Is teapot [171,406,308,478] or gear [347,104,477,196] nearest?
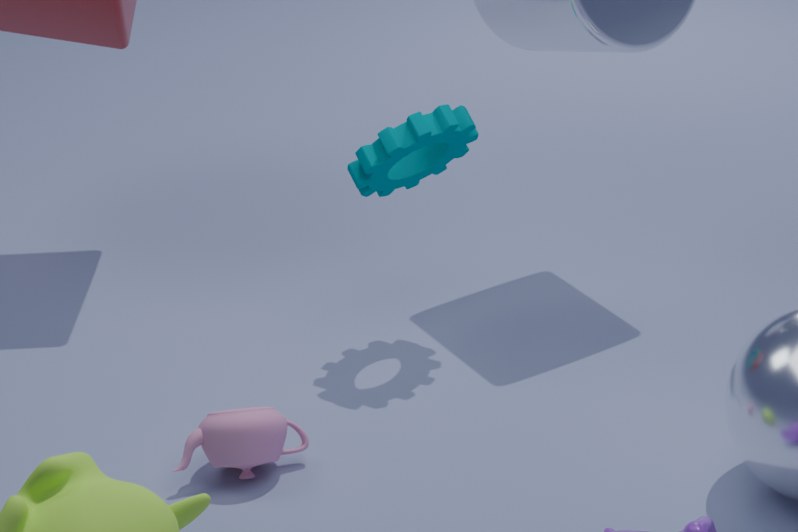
teapot [171,406,308,478]
